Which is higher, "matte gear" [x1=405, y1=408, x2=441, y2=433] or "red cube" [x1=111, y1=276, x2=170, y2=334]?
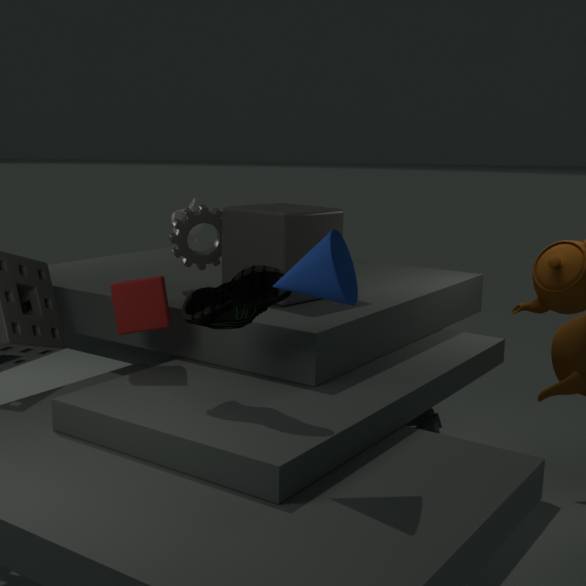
"red cube" [x1=111, y1=276, x2=170, y2=334]
